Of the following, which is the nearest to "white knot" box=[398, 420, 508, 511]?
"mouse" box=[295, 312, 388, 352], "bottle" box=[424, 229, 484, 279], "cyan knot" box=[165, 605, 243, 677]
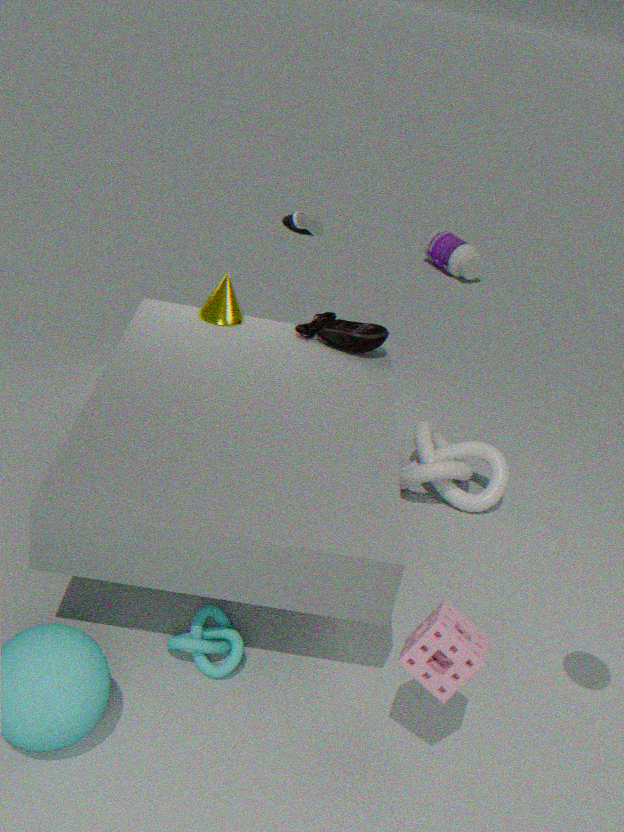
"mouse" box=[295, 312, 388, 352]
